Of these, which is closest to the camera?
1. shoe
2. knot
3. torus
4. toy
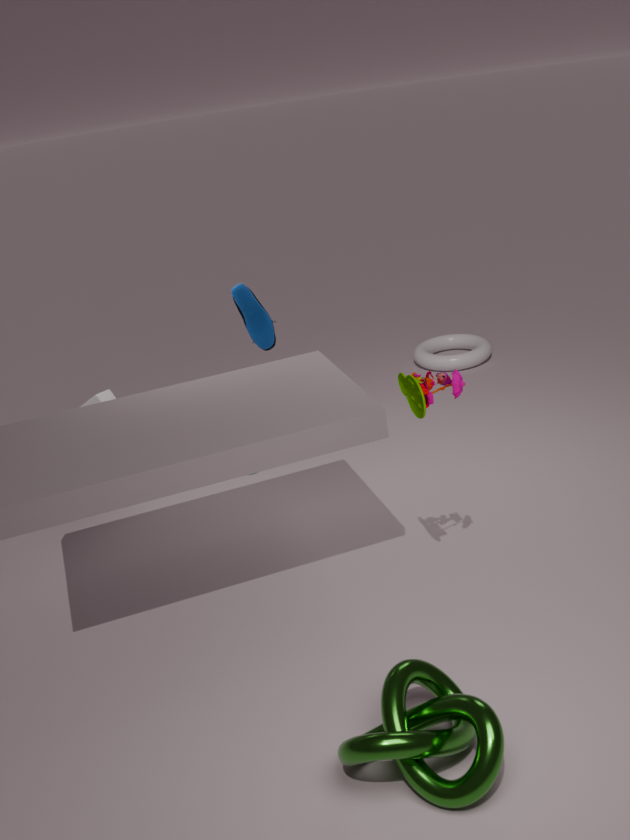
knot
